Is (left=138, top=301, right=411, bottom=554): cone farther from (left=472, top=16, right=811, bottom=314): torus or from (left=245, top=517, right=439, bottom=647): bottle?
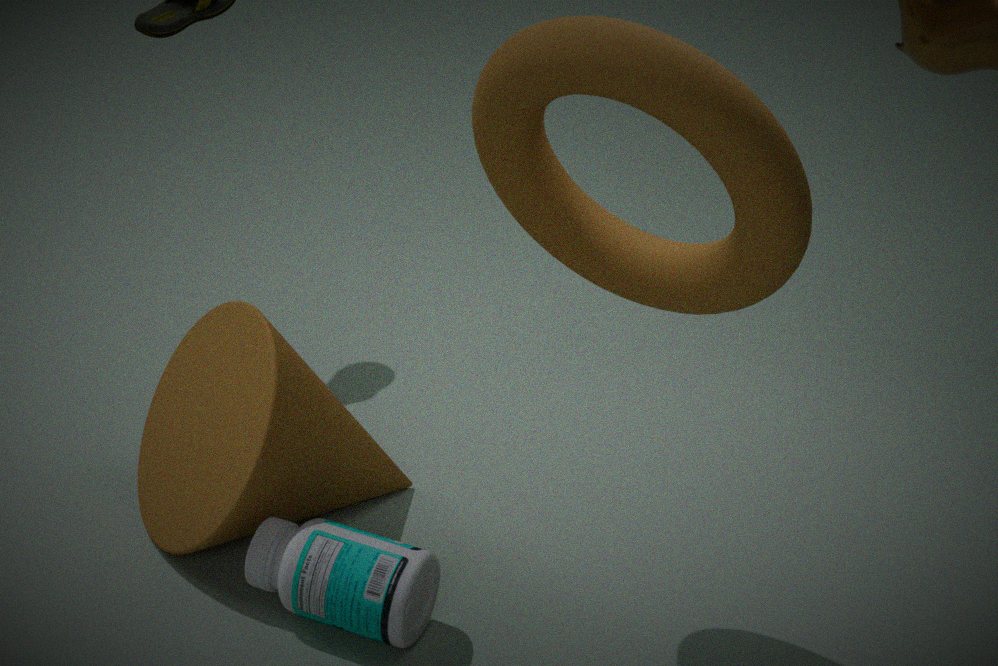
(left=472, top=16, right=811, bottom=314): torus
